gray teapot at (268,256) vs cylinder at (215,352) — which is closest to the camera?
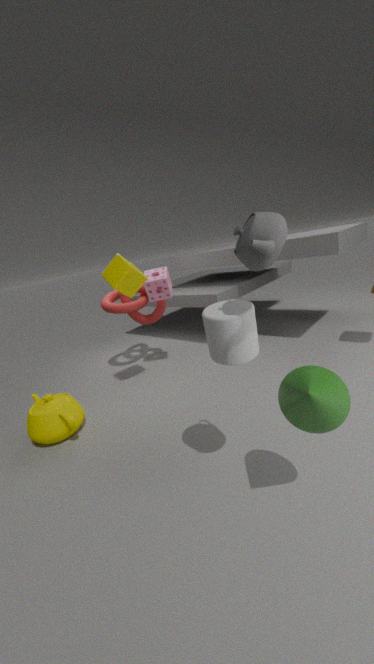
gray teapot at (268,256)
